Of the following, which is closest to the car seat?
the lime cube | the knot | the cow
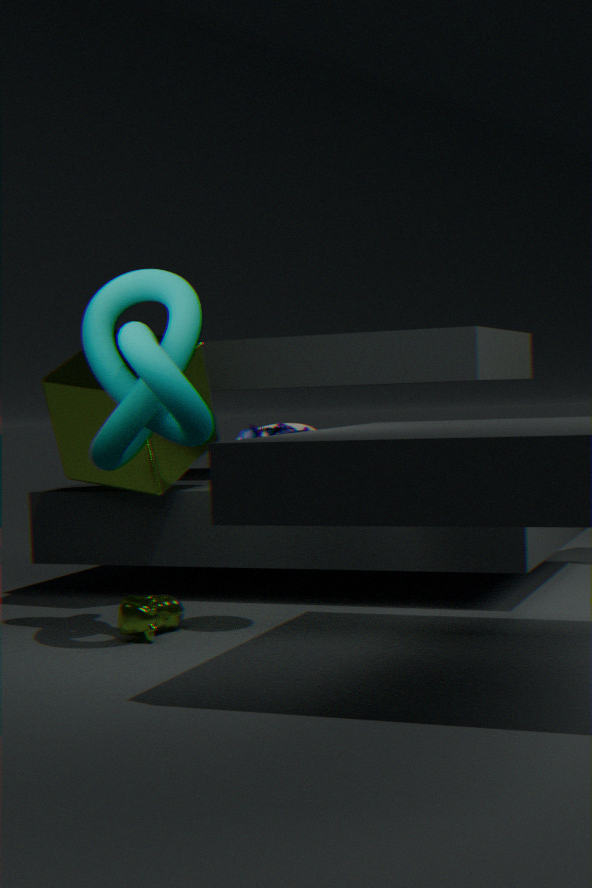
the knot
